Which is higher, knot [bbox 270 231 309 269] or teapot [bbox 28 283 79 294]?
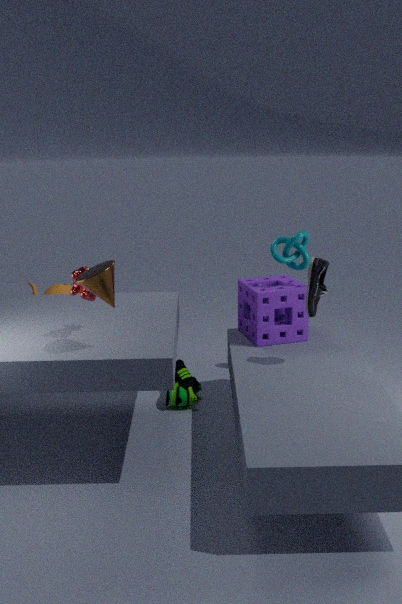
knot [bbox 270 231 309 269]
